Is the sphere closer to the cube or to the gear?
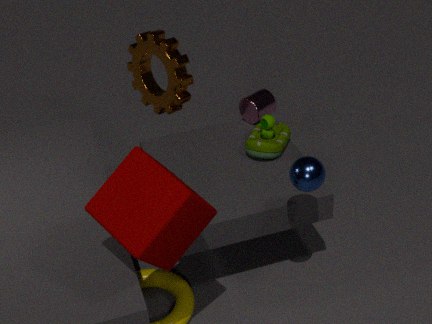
the cube
